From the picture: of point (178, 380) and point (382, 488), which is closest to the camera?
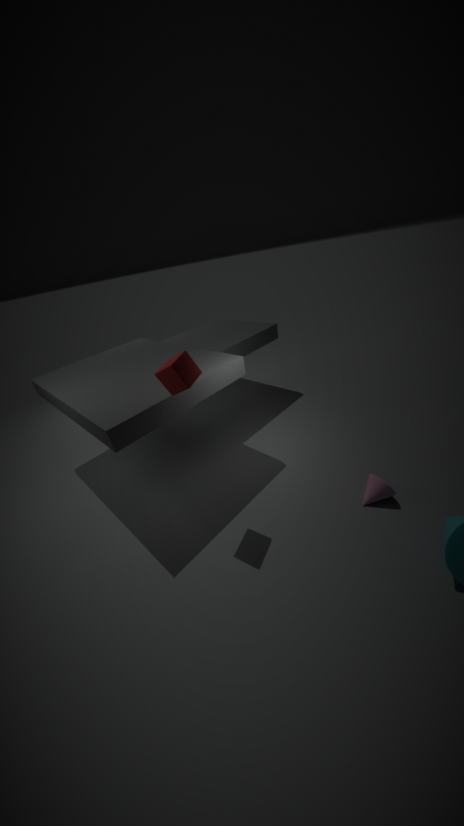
point (178, 380)
